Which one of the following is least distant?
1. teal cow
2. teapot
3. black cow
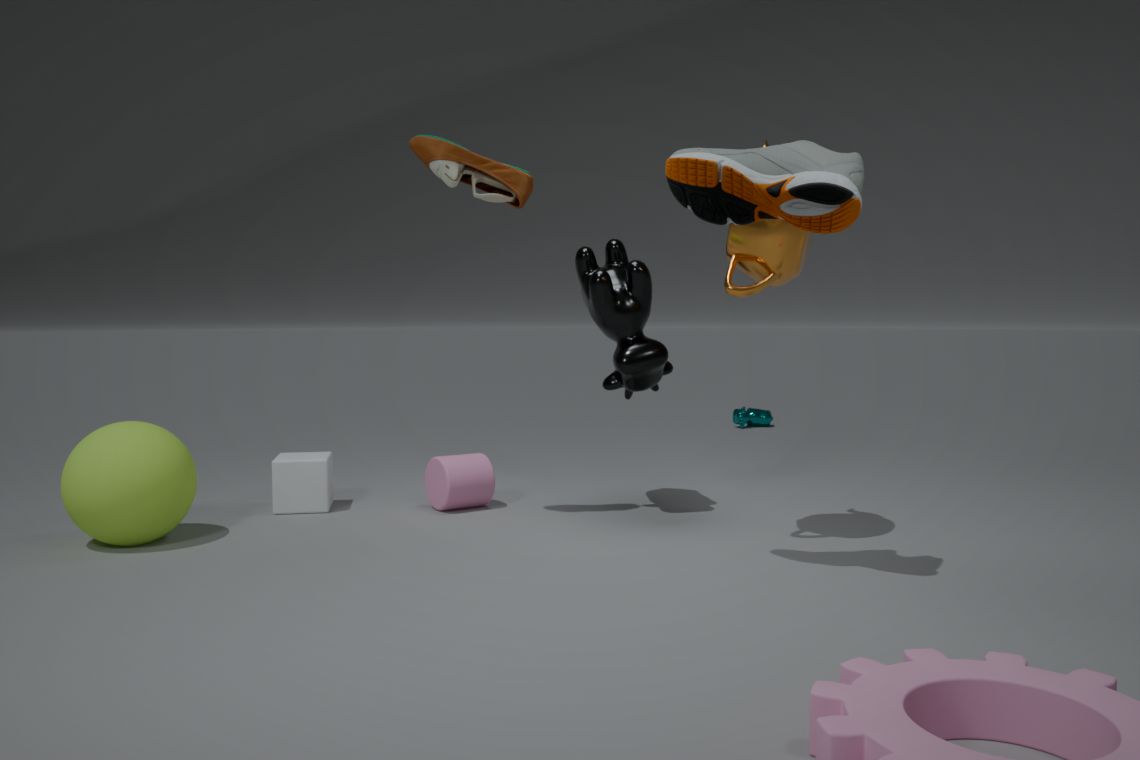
teapot
